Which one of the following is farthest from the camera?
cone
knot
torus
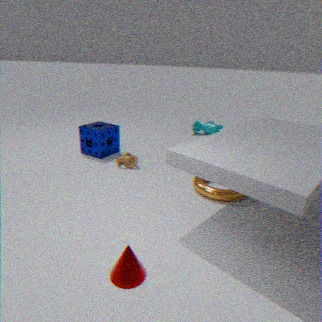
knot
